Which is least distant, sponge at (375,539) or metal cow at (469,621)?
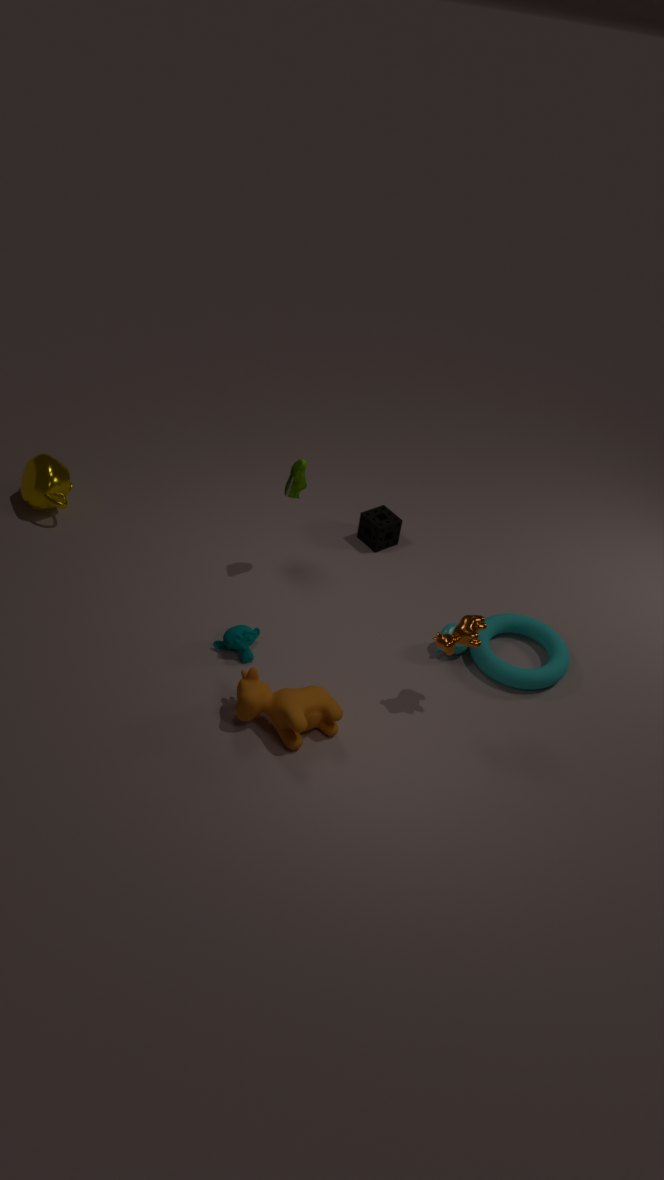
metal cow at (469,621)
